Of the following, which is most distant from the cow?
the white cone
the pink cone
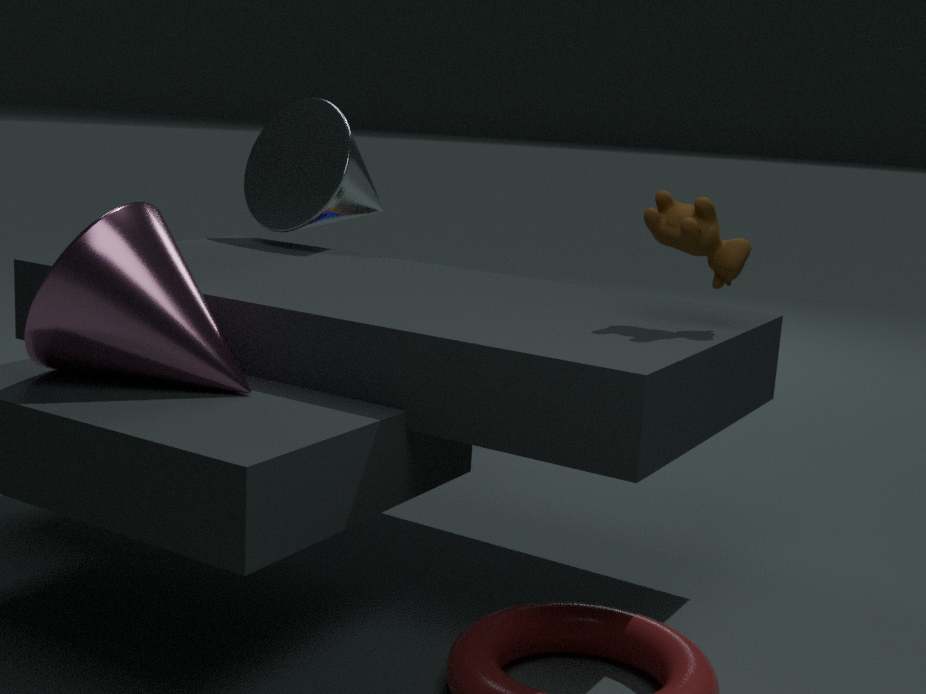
the white cone
